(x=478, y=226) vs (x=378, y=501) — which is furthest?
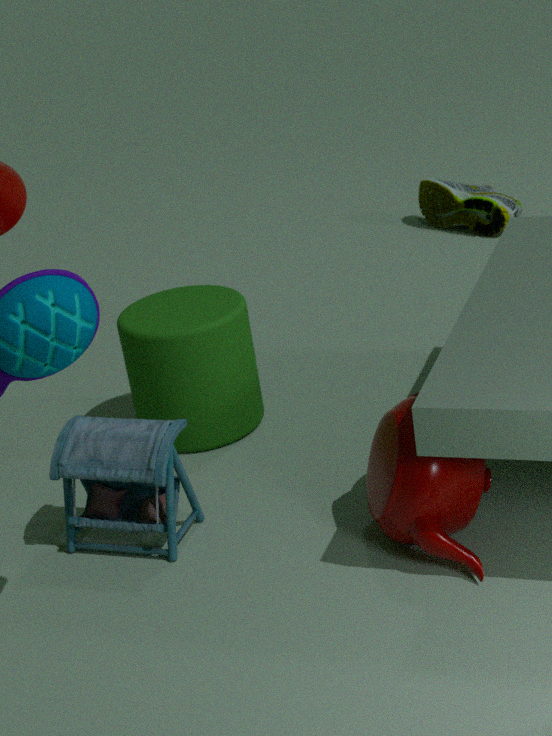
(x=478, y=226)
